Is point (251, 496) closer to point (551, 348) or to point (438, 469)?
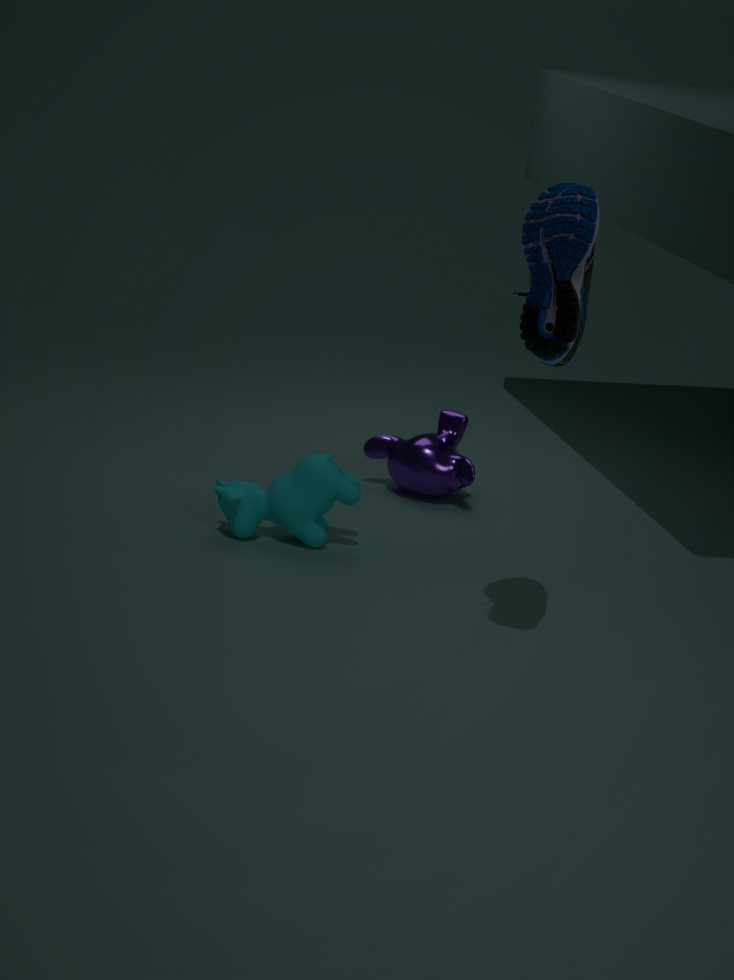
point (438, 469)
